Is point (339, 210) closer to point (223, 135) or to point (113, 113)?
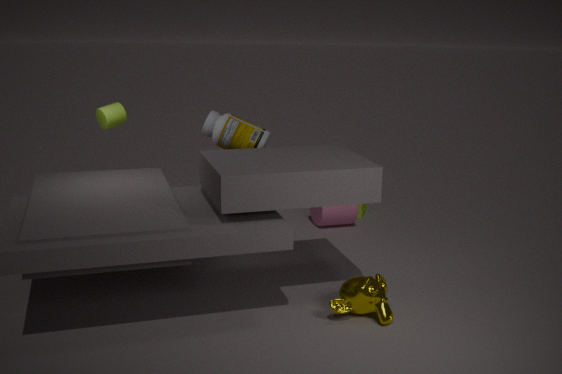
point (223, 135)
